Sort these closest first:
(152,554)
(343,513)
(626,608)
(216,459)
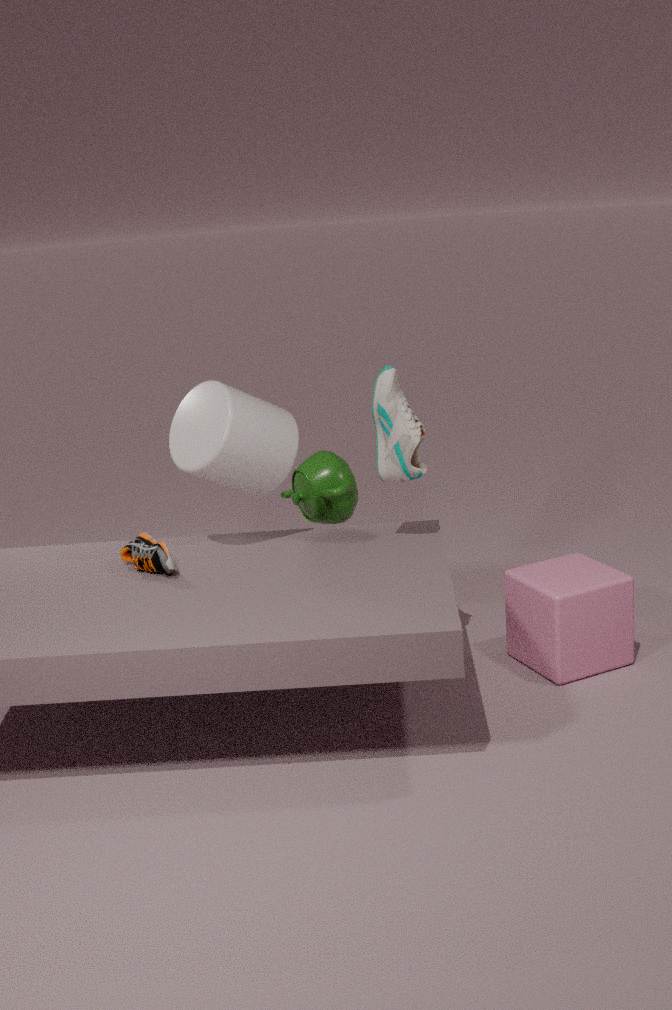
(216,459) < (152,554) < (626,608) < (343,513)
